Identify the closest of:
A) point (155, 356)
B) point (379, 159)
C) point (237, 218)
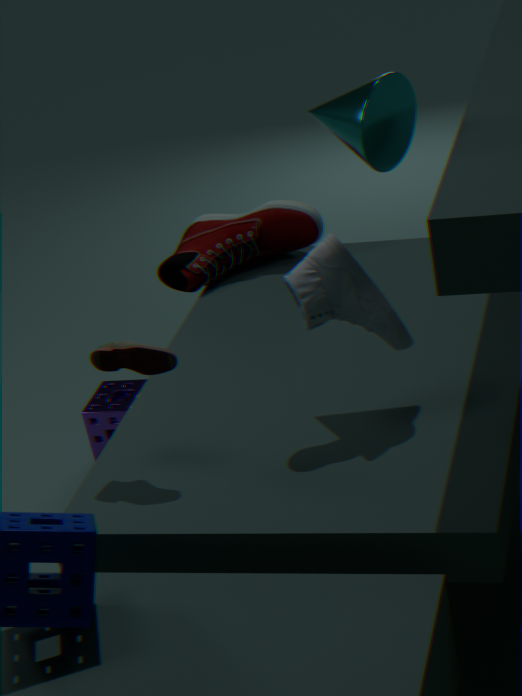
point (155, 356)
